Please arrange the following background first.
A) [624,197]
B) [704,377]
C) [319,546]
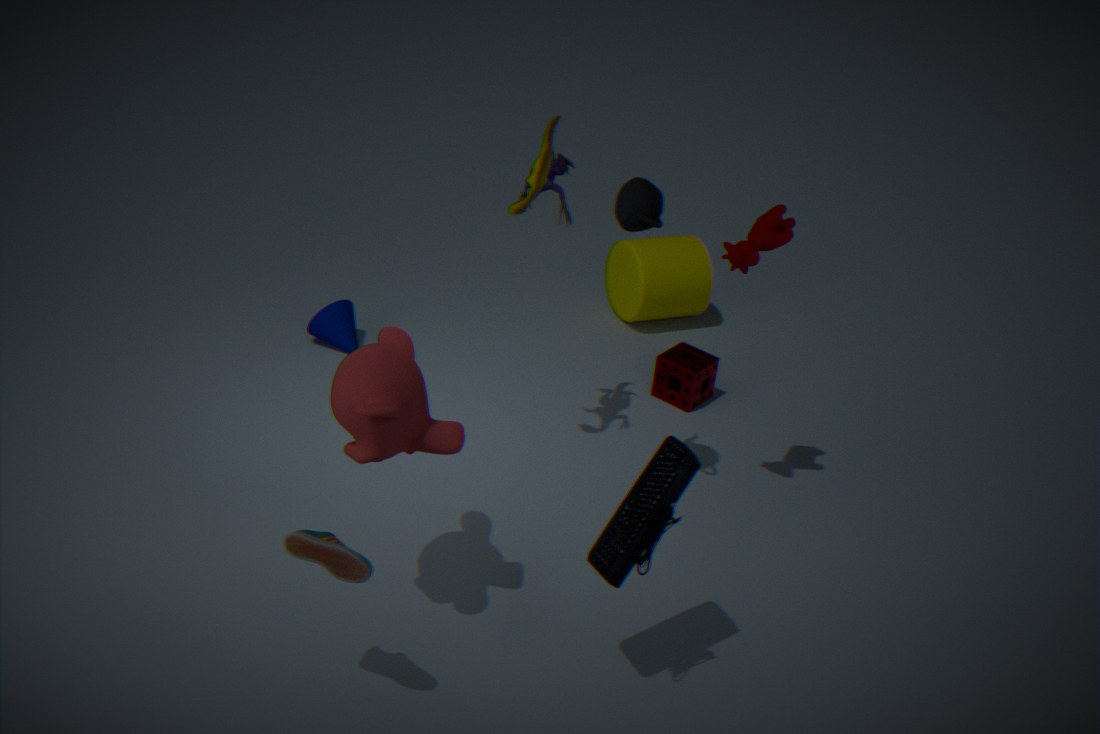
[704,377] < [624,197] < [319,546]
